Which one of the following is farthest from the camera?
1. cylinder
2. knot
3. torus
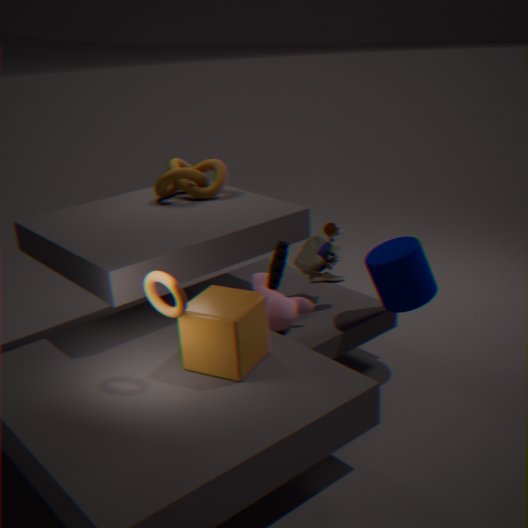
knot
